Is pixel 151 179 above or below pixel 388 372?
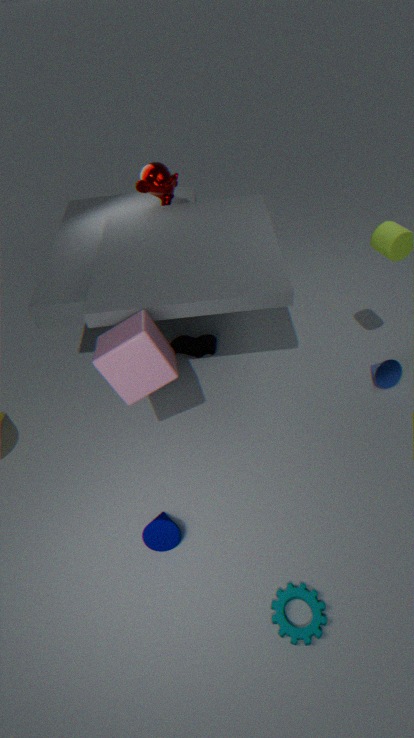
above
